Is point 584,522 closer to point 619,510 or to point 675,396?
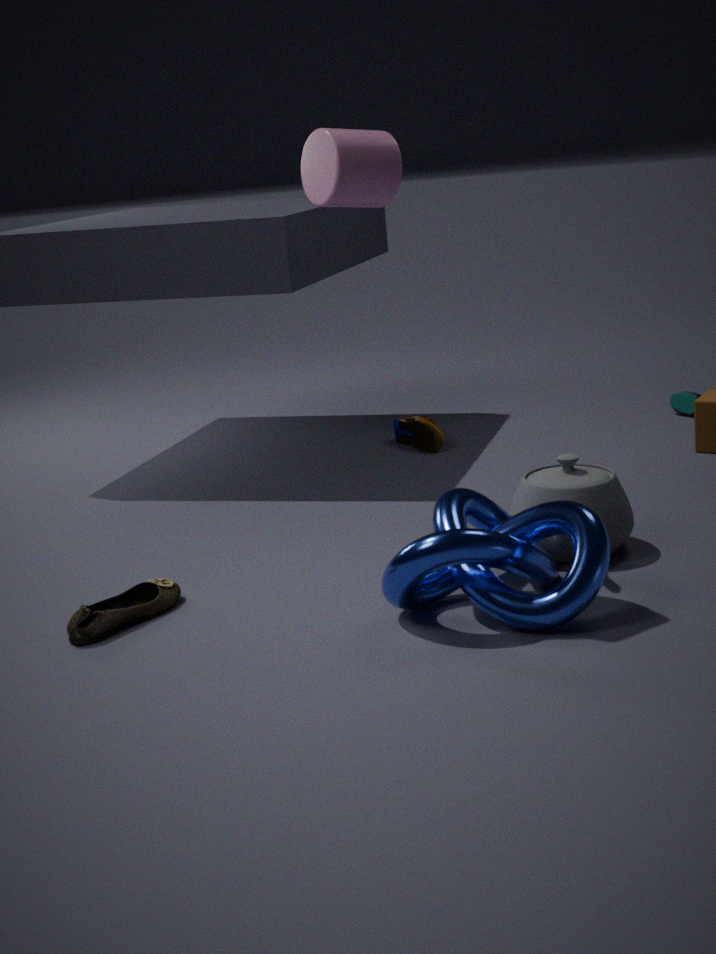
point 619,510
